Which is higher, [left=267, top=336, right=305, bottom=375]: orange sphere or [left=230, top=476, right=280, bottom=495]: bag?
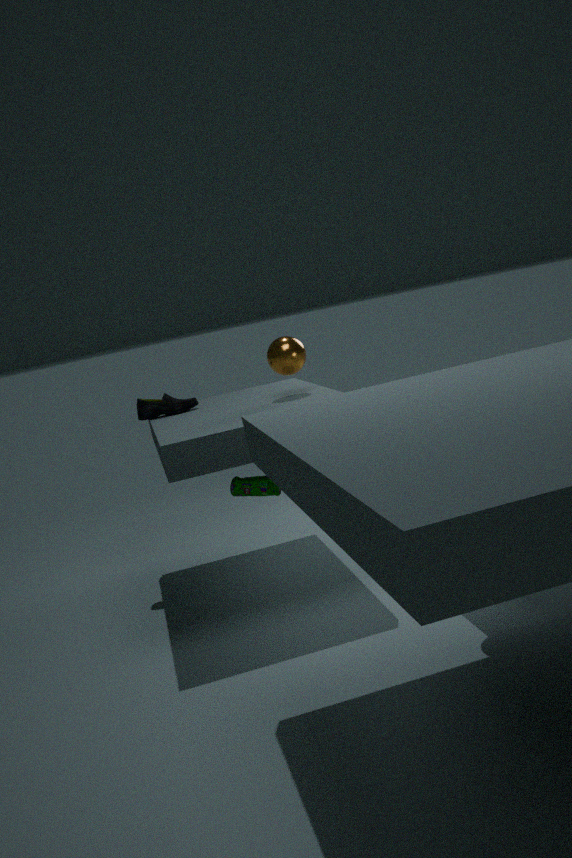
[left=267, top=336, right=305, bottom=375]: orange sphere
